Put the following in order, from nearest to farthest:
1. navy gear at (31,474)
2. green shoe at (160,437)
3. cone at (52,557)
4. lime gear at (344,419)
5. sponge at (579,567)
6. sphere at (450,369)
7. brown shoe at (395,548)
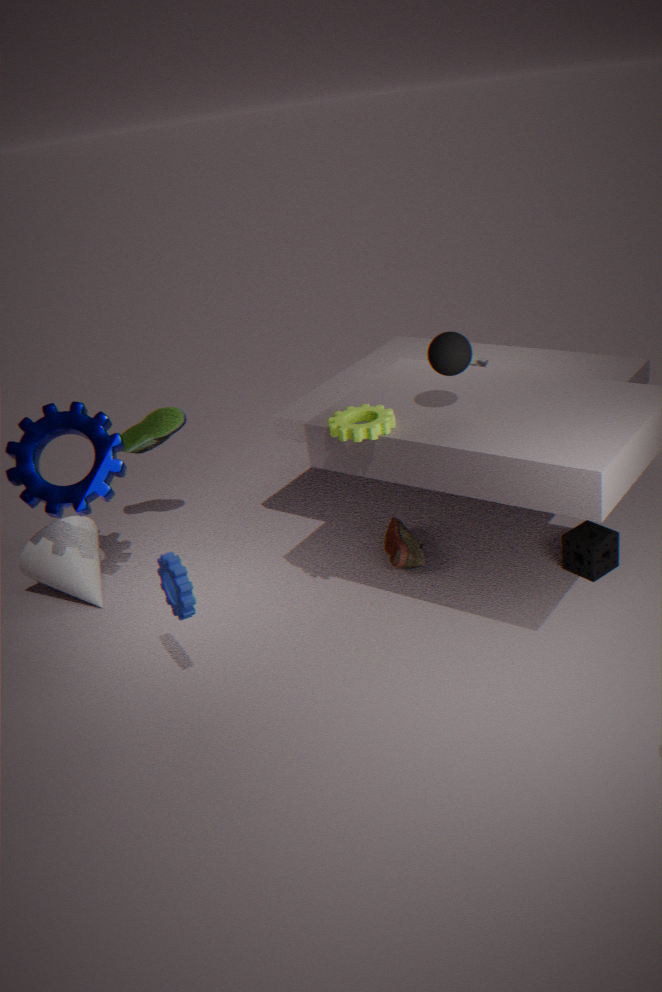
lime gear at (344,419) < sphere at (450,369) < sponge at (579,567) < navy gear at (31,474) < brown shoe at (395,548) < cone at (52,557) < green shoe at (160,437)
